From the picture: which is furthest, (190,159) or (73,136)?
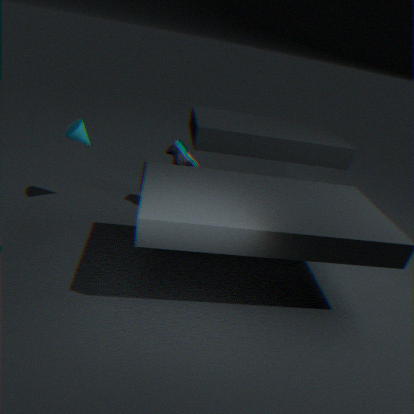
(190,159)
